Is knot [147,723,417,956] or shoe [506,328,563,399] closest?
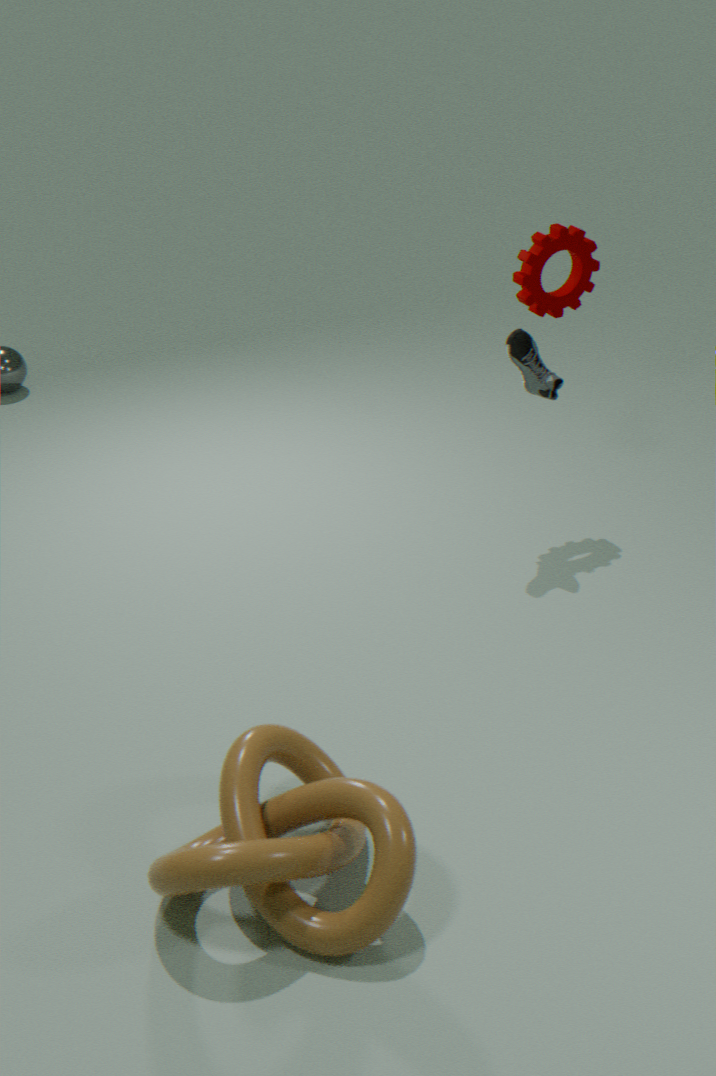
knot [147,723,417,956]
